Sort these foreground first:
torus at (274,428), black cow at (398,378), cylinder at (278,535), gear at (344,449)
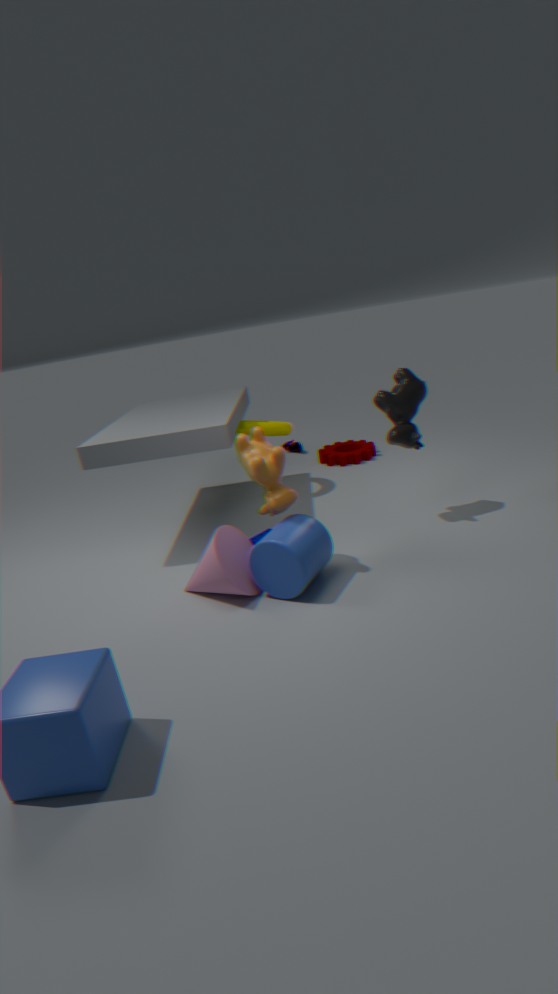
cylinder at (278,535) < black cow at (398,378) < torus at (274,428) < gear at (344,449)
